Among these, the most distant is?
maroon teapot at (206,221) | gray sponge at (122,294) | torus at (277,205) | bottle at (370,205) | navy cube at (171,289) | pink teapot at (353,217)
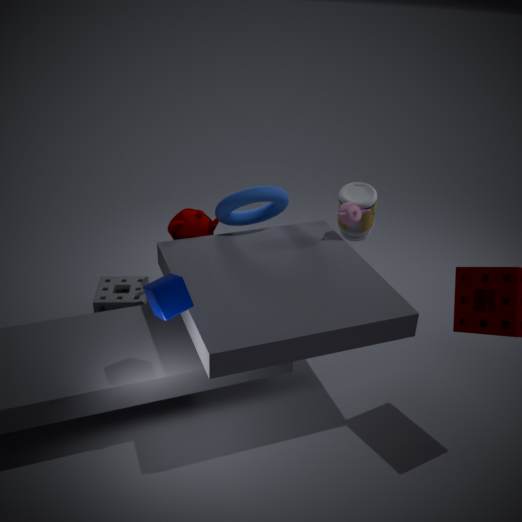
bottle at (370,205)
